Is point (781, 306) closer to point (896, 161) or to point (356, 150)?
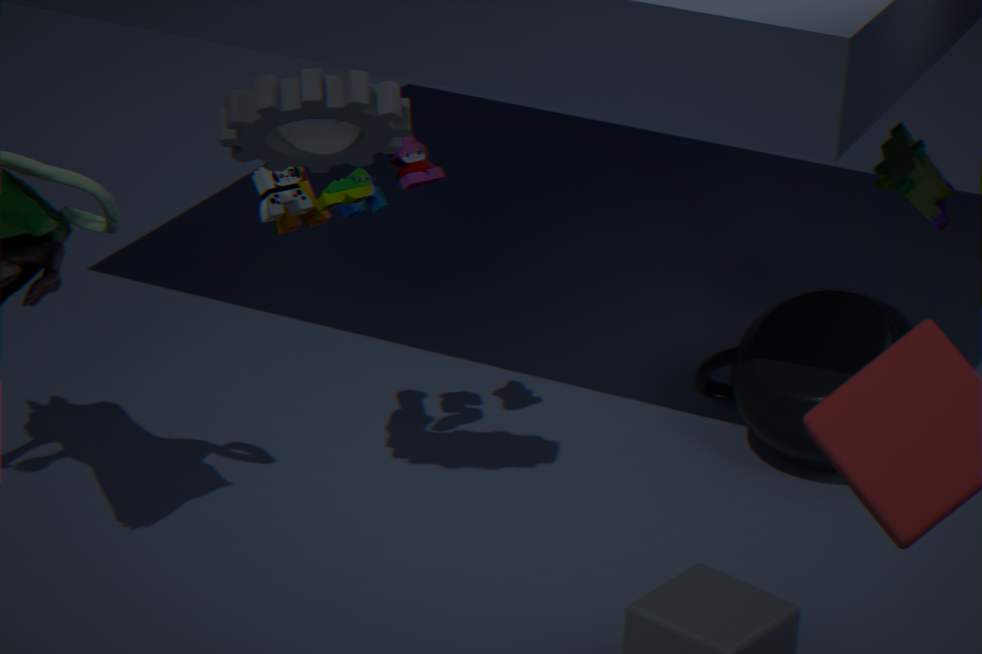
point (896, 161)
